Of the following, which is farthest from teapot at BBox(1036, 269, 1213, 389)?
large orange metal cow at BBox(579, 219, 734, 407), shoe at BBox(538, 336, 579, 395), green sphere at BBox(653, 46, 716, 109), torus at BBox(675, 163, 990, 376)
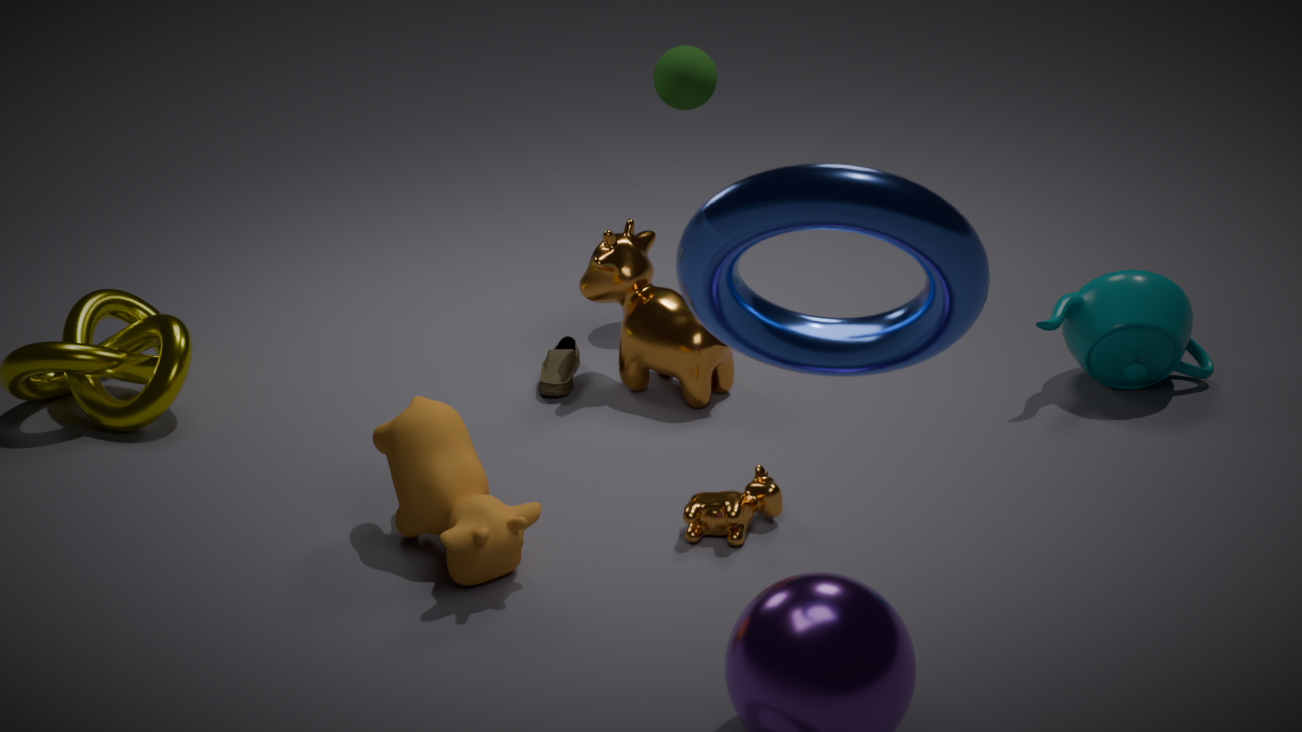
torus at BBox(675, 163, 990, 376)
